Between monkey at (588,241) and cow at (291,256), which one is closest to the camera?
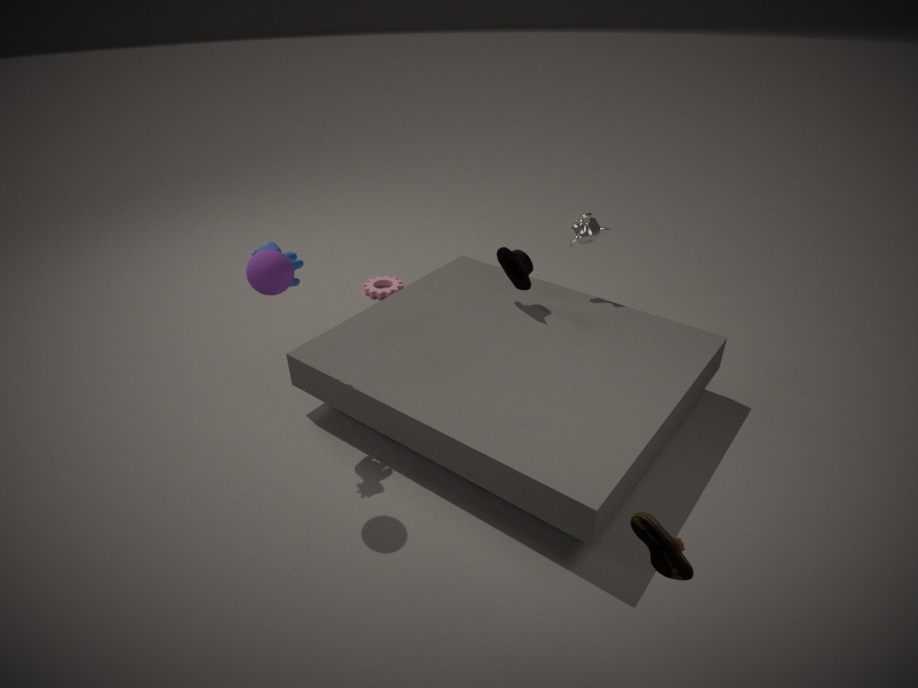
cow at (291,256)
